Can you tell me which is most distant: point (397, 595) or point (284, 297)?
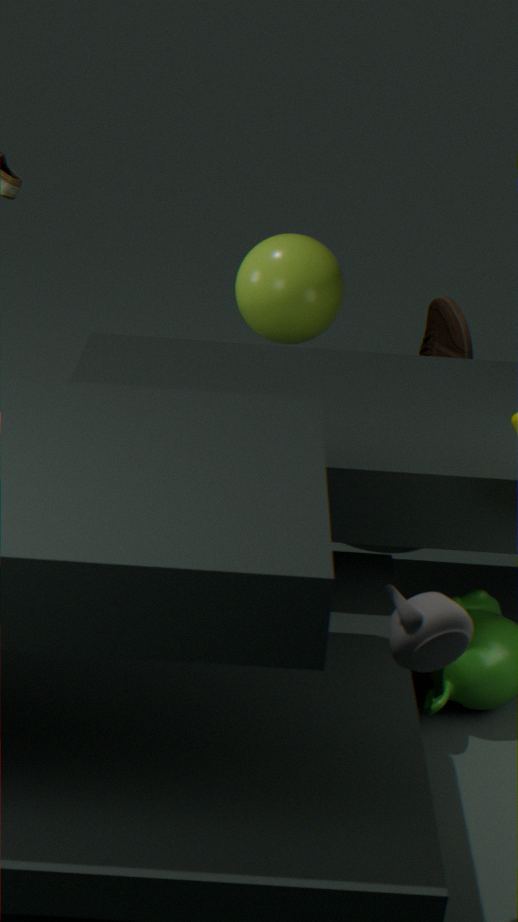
point (284, 297)
